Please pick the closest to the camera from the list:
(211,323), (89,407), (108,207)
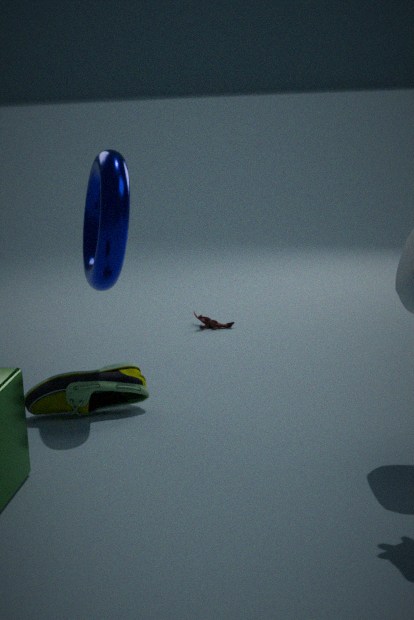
(108,207)
